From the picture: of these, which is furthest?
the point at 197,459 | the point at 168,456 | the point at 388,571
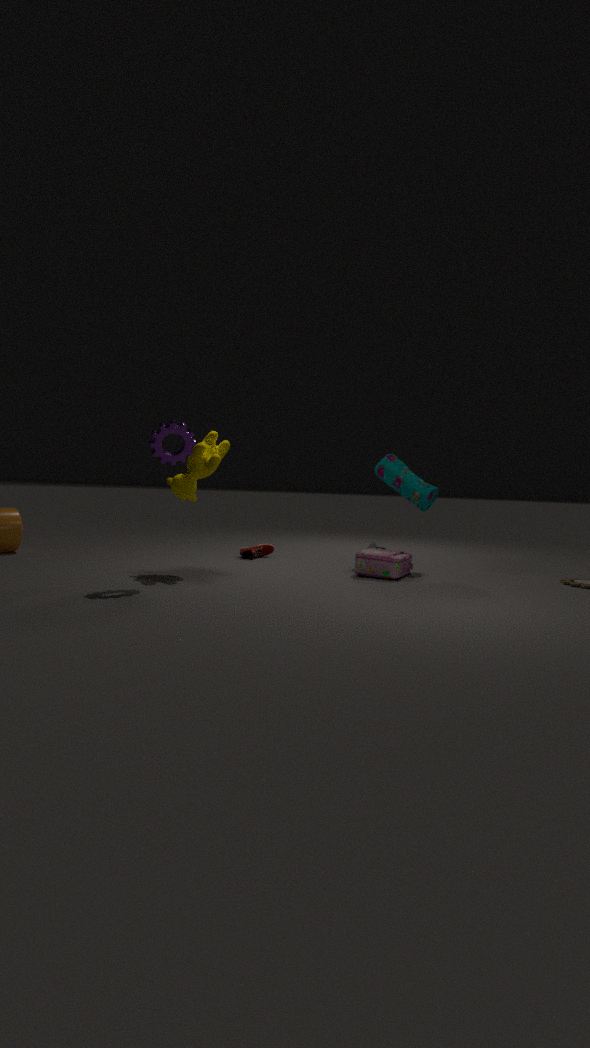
the point at 388,571
